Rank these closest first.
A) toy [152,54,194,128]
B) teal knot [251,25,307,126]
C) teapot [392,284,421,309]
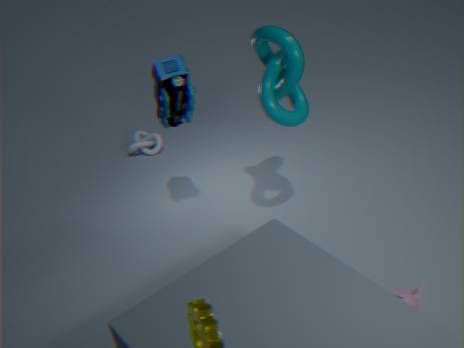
1. teapot [392,284,421,309]
2. teal knot [251,25,307,126]
3. toy [152,54,194,128]
